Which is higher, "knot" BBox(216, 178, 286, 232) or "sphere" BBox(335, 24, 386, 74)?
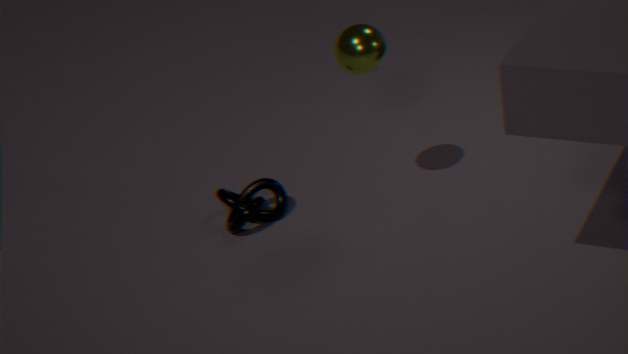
"sphere" BBox(335, 24, 386, 74)
